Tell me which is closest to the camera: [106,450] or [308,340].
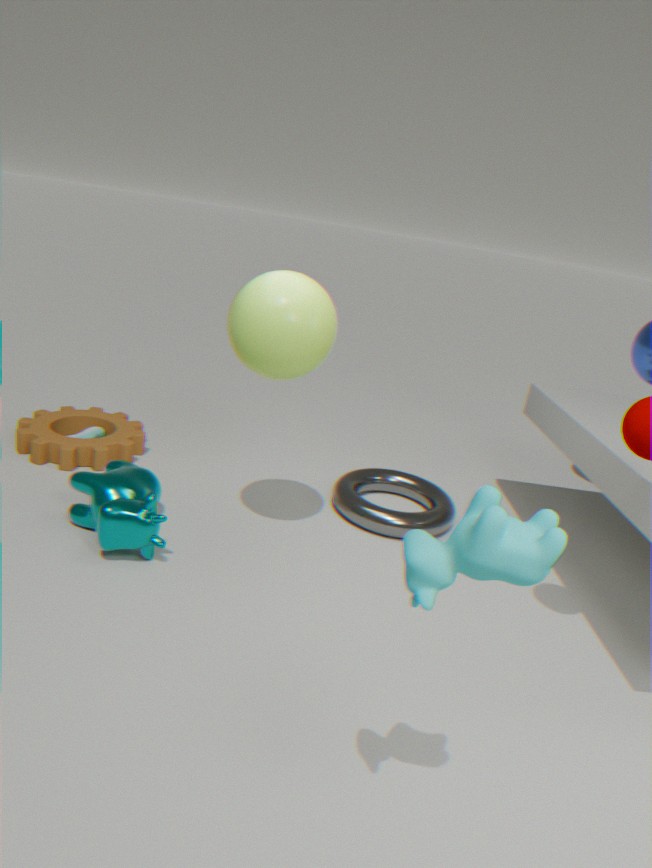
[308,340]
